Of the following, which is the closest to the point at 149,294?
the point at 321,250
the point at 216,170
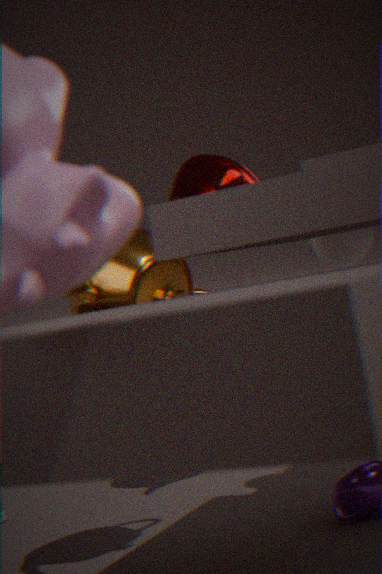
the point at 321,250
